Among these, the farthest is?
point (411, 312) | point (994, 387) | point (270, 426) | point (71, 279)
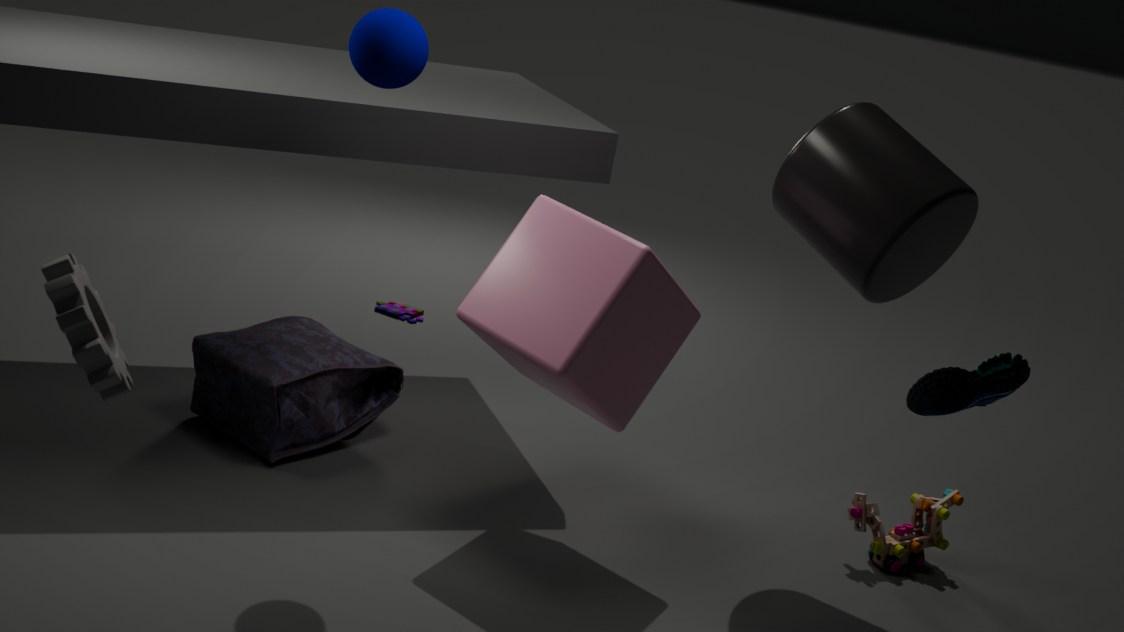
point (411, 312)
